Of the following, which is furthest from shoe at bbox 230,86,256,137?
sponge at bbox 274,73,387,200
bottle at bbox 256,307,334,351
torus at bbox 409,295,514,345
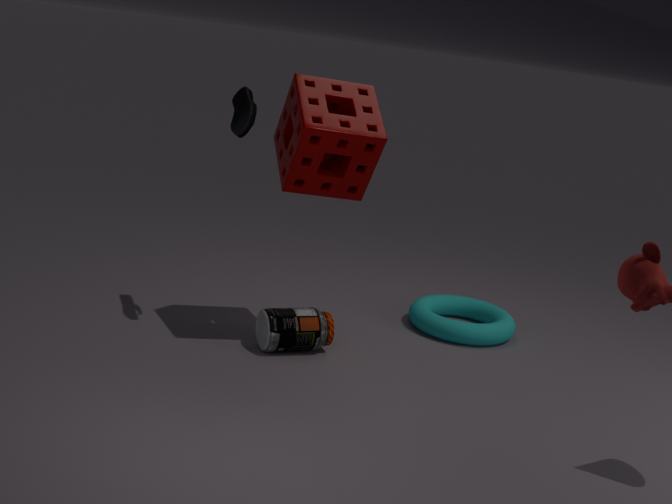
torus at bbox 409,295,514,345
